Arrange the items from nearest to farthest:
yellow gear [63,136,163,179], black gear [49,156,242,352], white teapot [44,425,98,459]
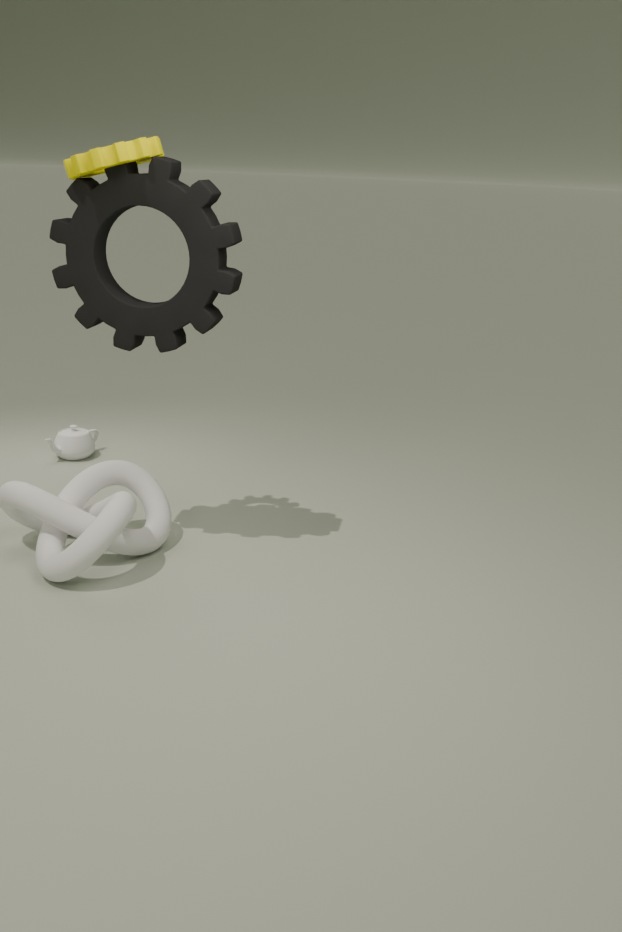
1. yellow gear [63,136,163,179]
2. black gear [49,156,242,352]
3. white teapot [44,425,98,459]
